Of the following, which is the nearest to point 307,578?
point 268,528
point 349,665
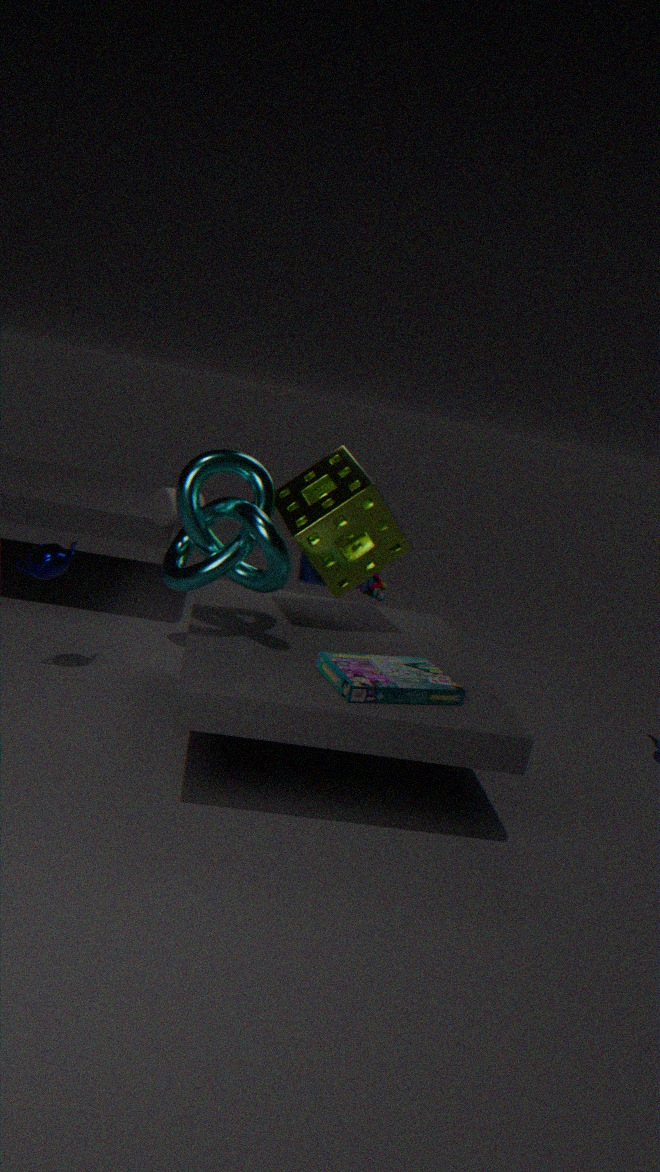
point 268,528
